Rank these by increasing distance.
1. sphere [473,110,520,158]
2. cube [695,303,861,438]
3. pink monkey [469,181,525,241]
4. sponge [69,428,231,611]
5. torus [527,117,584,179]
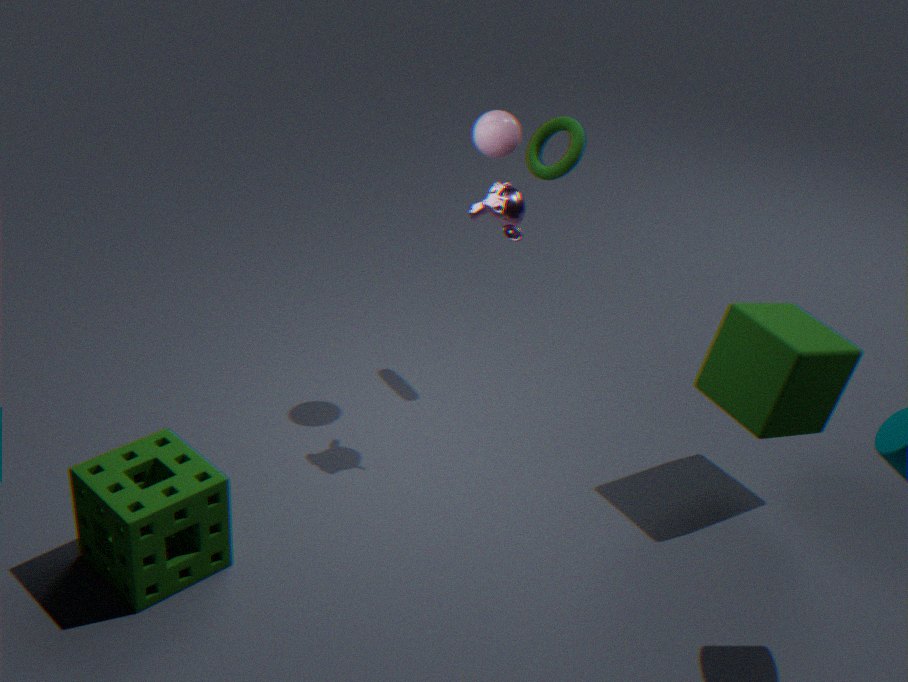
sponge [69,428,231,611], cube [695,303,861,438], pink monkey [469,181,525,241], sphere [473,110,520,158], torus [527,117,584,179]
